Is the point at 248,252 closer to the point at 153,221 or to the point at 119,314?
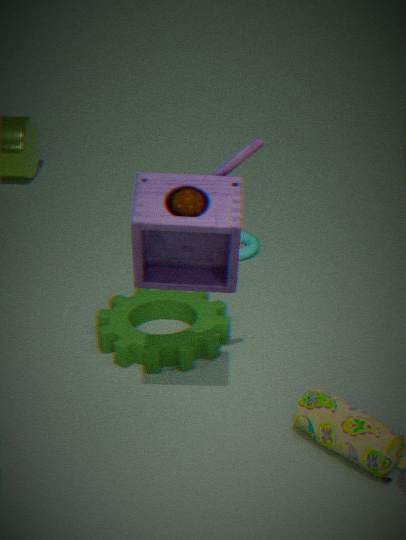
the point at 119,314
